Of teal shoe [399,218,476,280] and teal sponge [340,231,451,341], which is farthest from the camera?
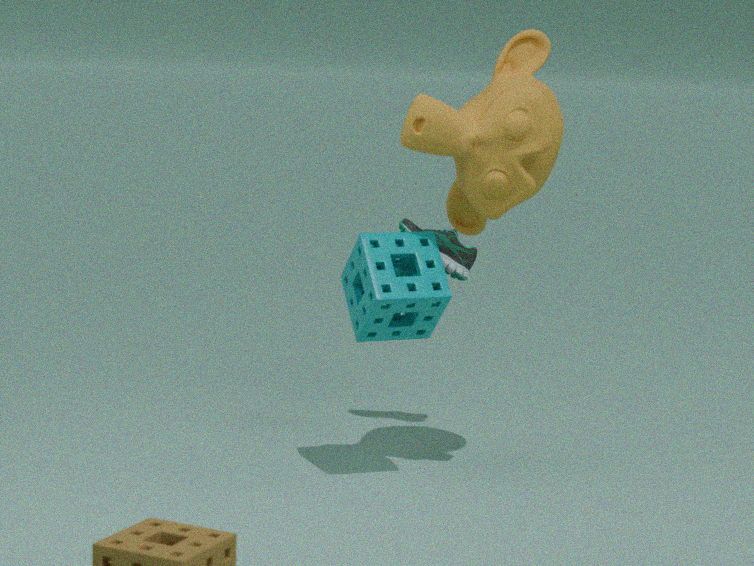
teal shoe [399,218,476,280]
